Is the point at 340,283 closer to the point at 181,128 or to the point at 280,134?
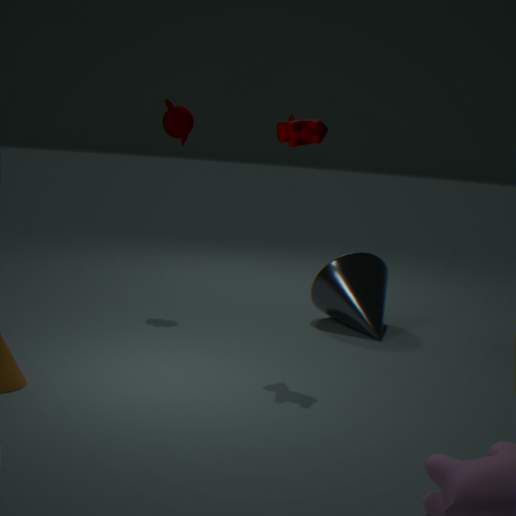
the point at 280,134
